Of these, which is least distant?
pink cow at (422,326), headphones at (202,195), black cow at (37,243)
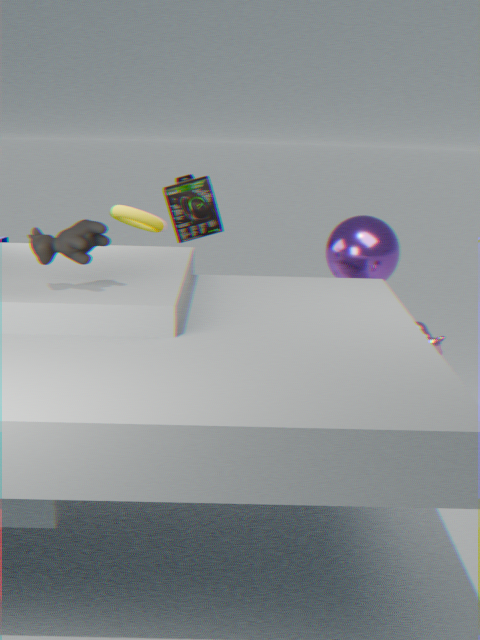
black cow at (37,243)
